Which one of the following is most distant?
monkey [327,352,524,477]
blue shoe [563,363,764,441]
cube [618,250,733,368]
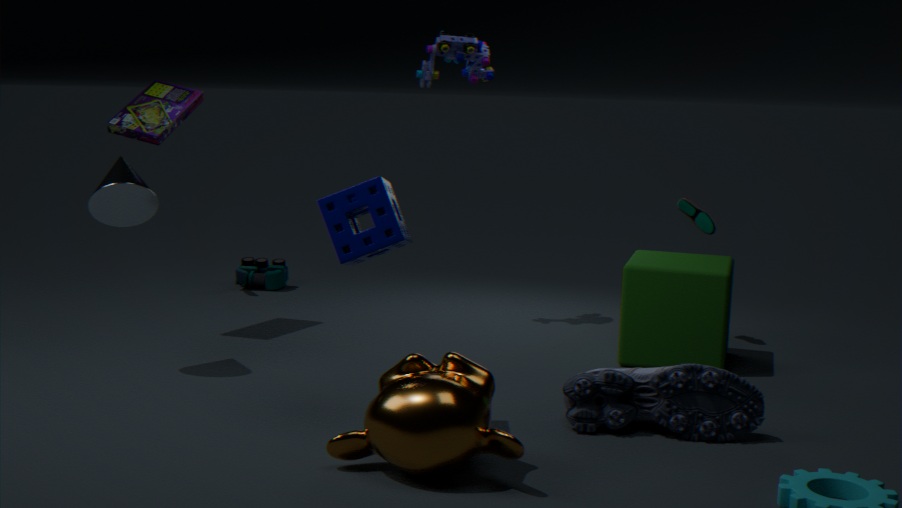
cube [618,250,733,368]
